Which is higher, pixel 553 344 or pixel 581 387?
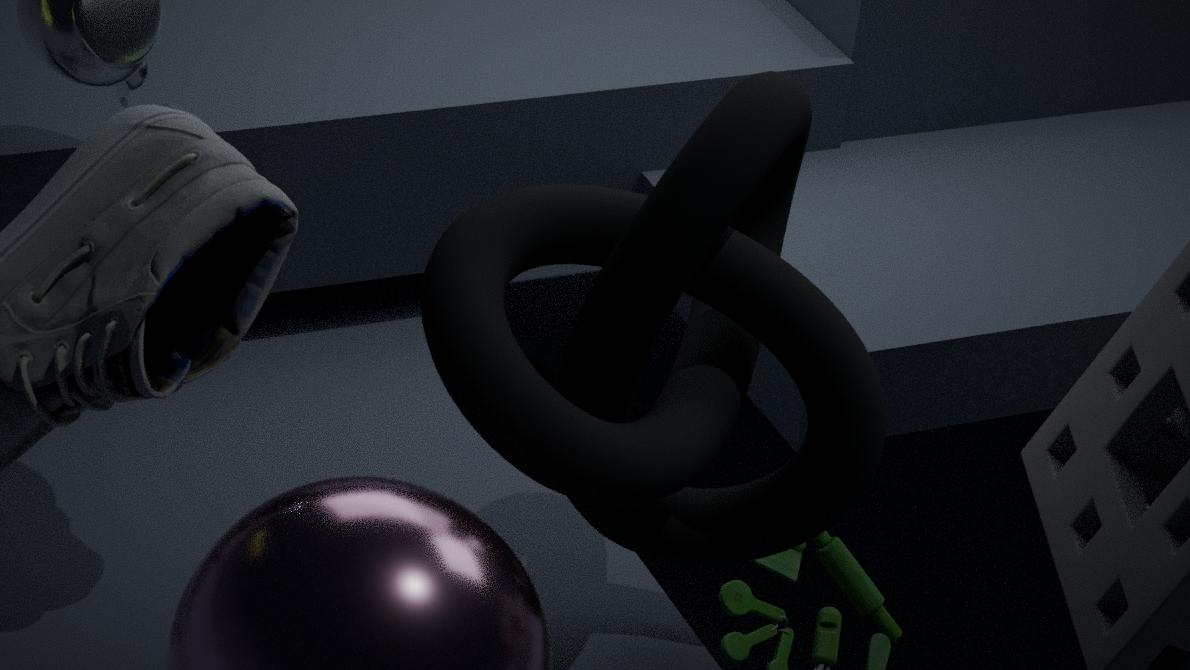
pixel 581 387
